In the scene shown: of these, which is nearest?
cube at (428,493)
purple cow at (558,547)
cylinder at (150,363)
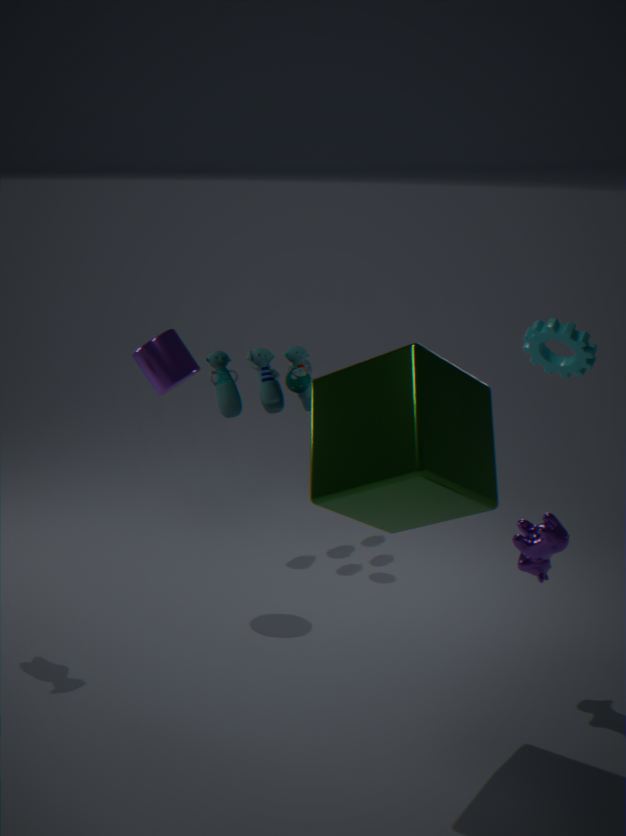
cube at (428,493)
